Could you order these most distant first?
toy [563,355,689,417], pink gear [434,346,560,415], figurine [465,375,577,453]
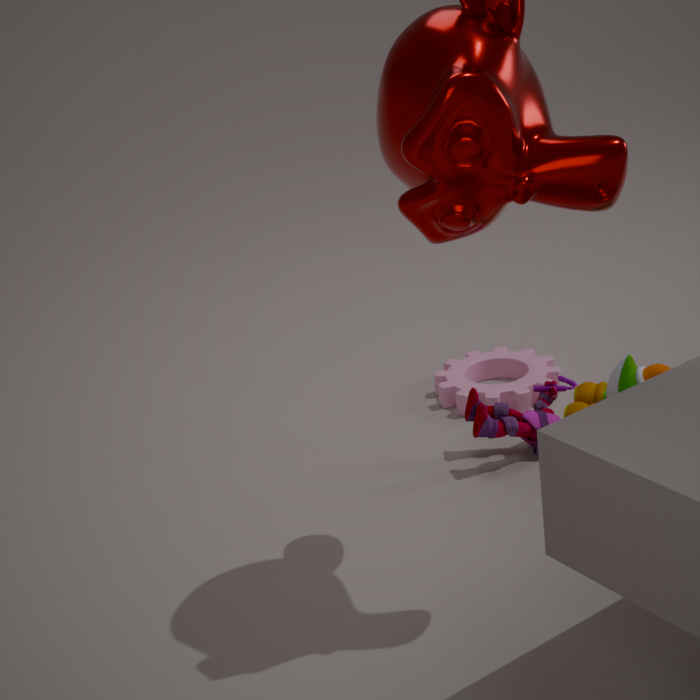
pink gear [434,346,560,415] → figurine [465,375,577,453] → toy [563,355,689,417]
